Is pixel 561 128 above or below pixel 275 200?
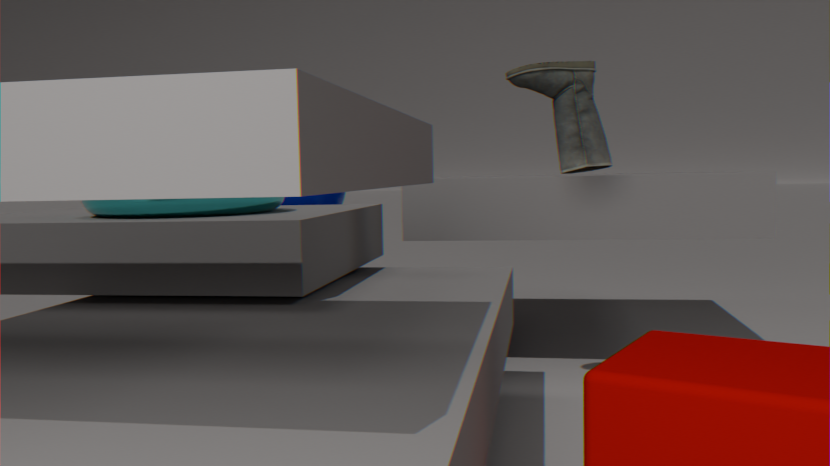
above
